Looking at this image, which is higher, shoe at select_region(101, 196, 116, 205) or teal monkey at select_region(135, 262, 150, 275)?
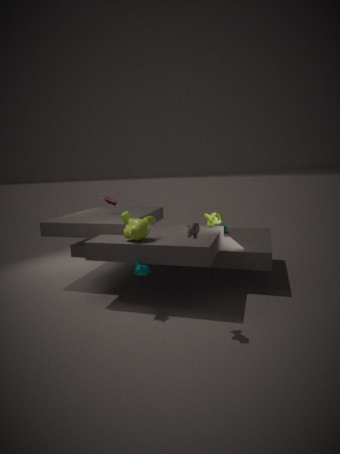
shoe at select_region(101, 196, 116, 205)
